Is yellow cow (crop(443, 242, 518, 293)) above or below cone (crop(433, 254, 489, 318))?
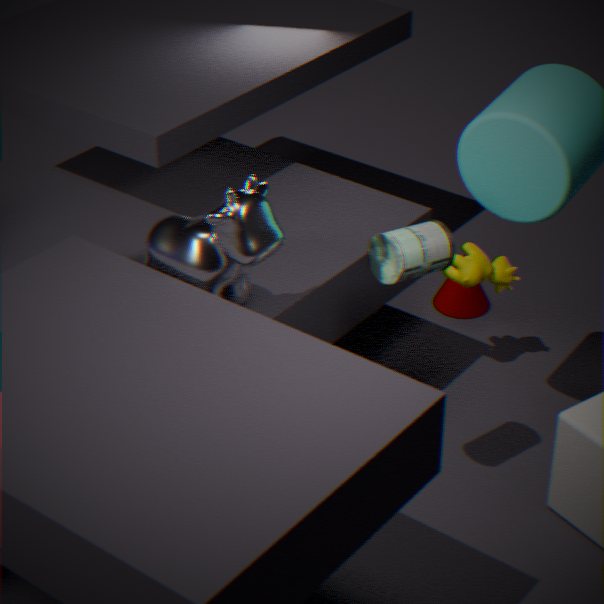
above
